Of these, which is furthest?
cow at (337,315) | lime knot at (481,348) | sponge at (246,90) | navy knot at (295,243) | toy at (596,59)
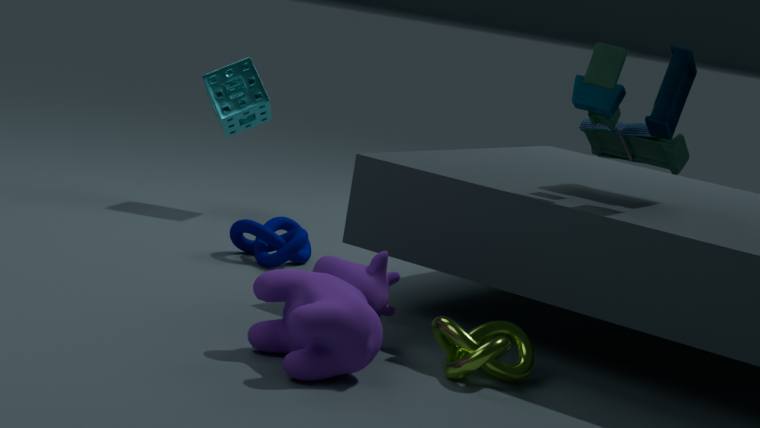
sponge at (246,90)
